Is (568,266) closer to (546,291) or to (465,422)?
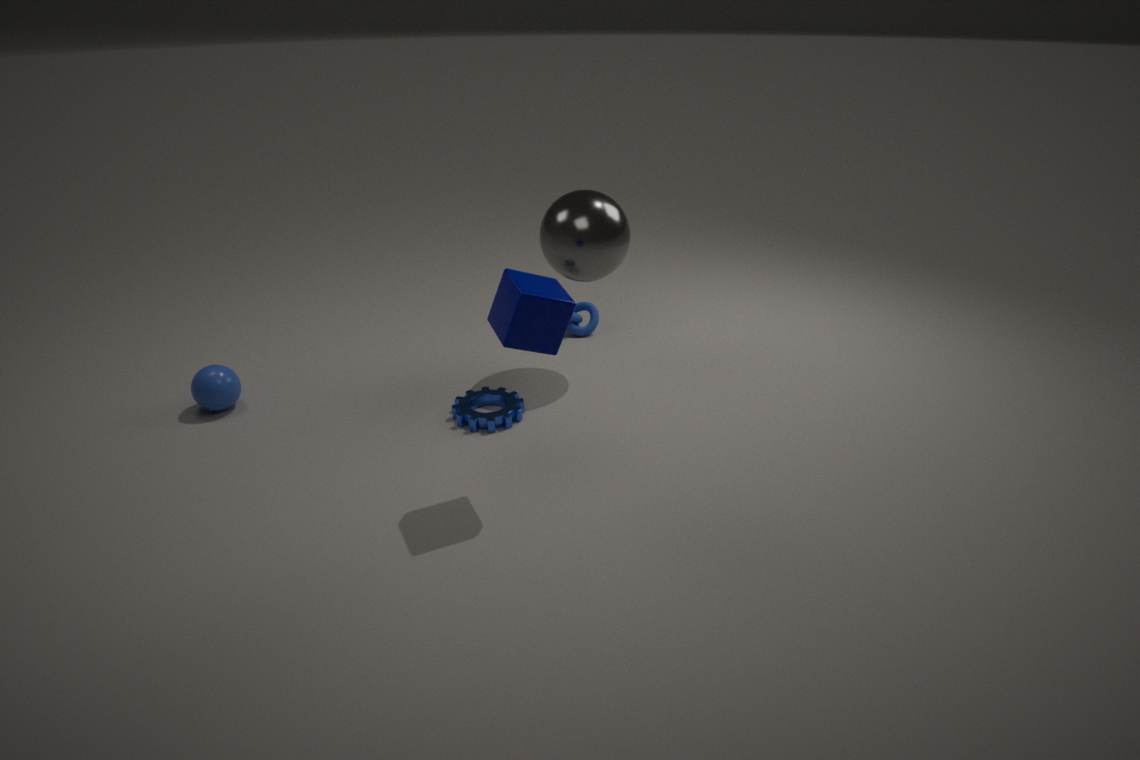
(465,422)
